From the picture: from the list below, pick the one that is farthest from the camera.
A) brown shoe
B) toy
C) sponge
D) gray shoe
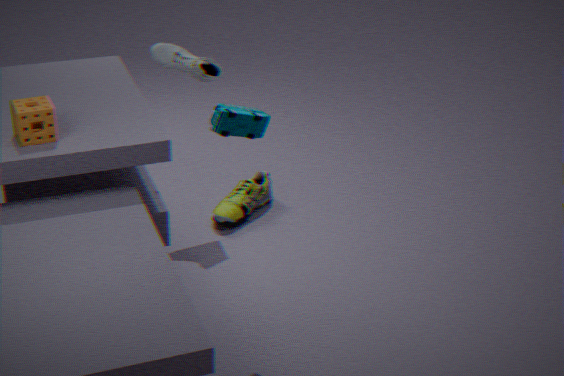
brown shoe
